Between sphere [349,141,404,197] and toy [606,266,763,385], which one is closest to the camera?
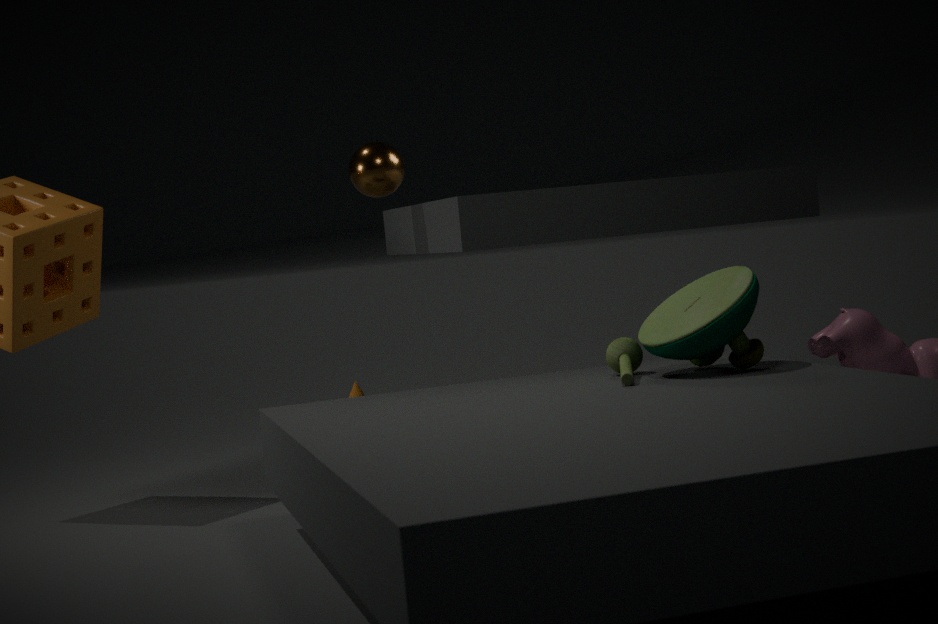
toy [606,266,763,385]
